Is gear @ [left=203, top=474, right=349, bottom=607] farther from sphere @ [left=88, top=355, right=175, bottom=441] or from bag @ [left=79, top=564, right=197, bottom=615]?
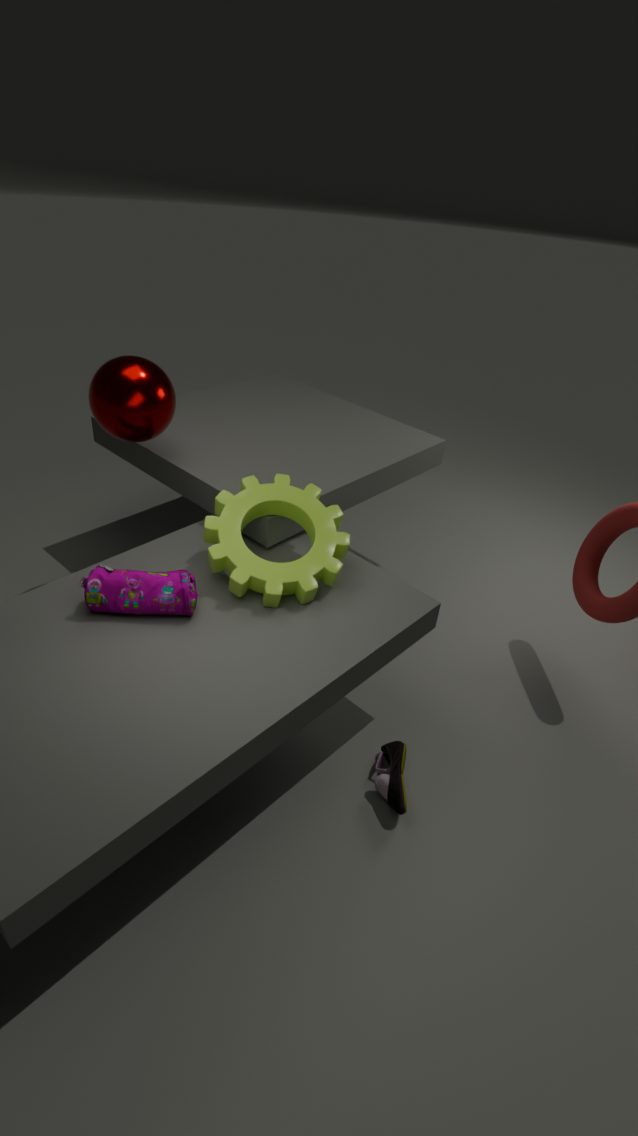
sphere @ [left=88, top=355, right=175, bottom=441]
